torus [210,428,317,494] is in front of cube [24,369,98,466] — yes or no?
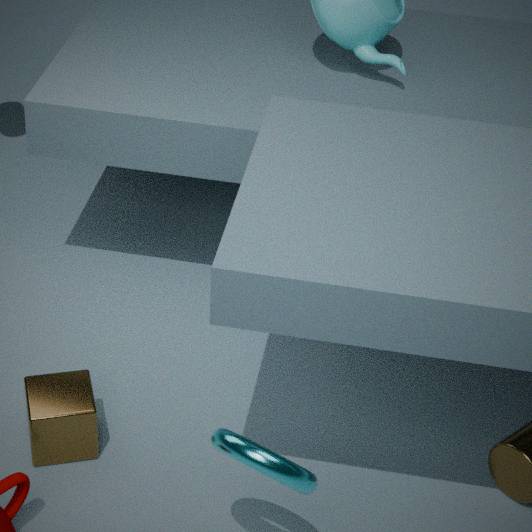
Yes
